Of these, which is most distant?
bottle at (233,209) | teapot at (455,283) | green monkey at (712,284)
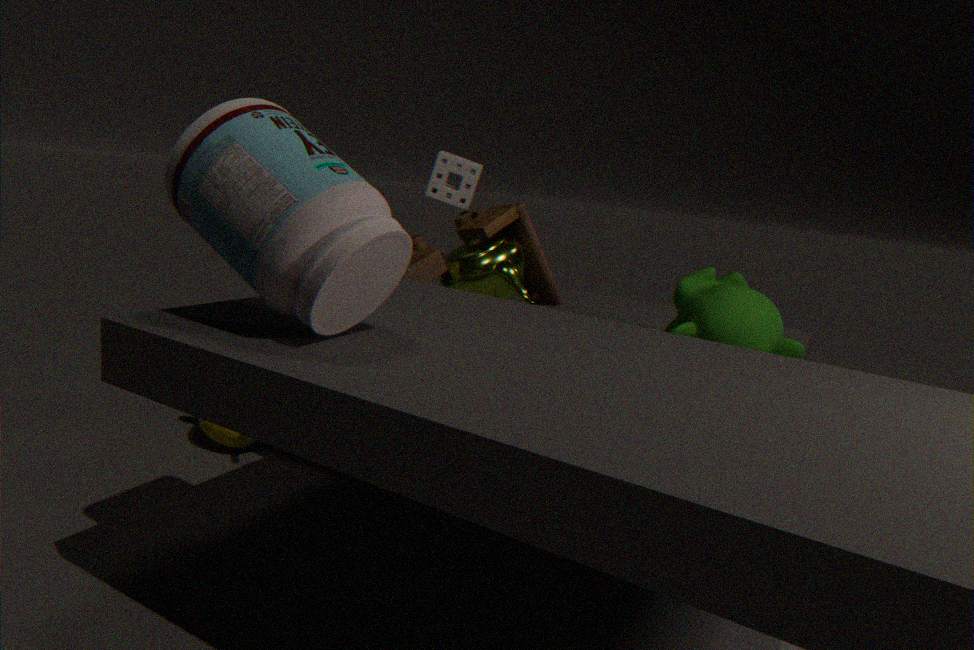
teapot at (455,283)
